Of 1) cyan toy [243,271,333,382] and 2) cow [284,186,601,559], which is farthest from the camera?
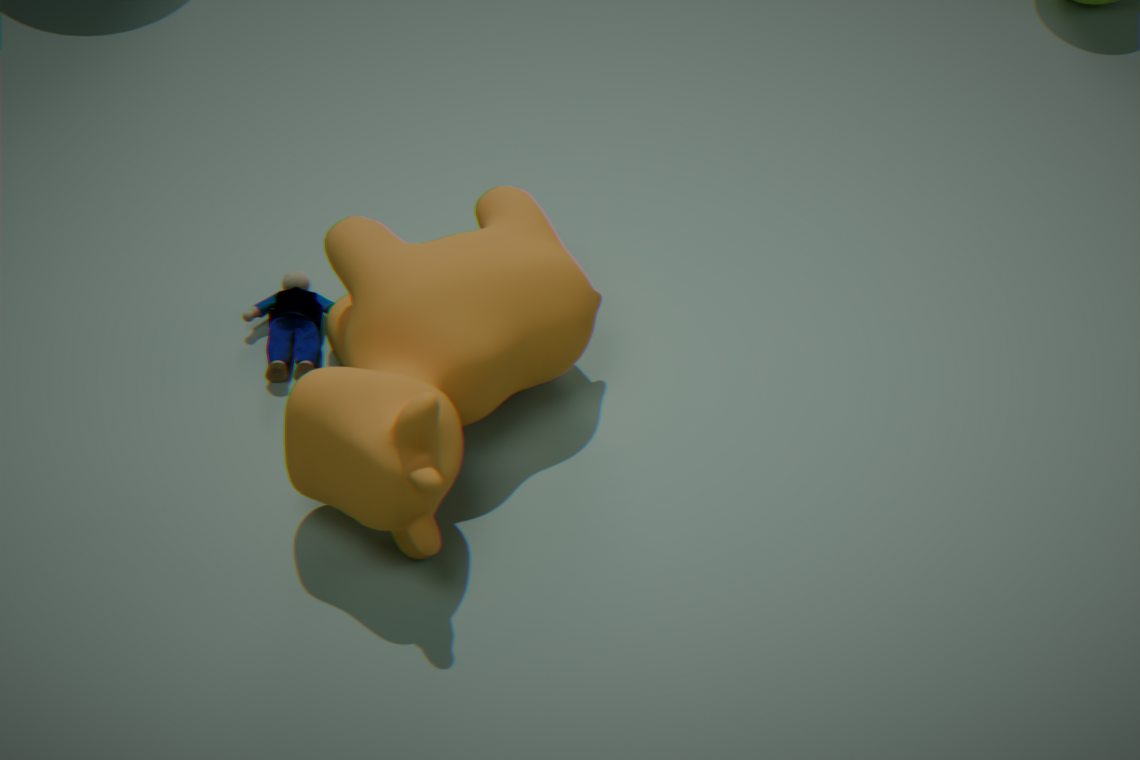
1. cyan toy [243,271,333,382]
